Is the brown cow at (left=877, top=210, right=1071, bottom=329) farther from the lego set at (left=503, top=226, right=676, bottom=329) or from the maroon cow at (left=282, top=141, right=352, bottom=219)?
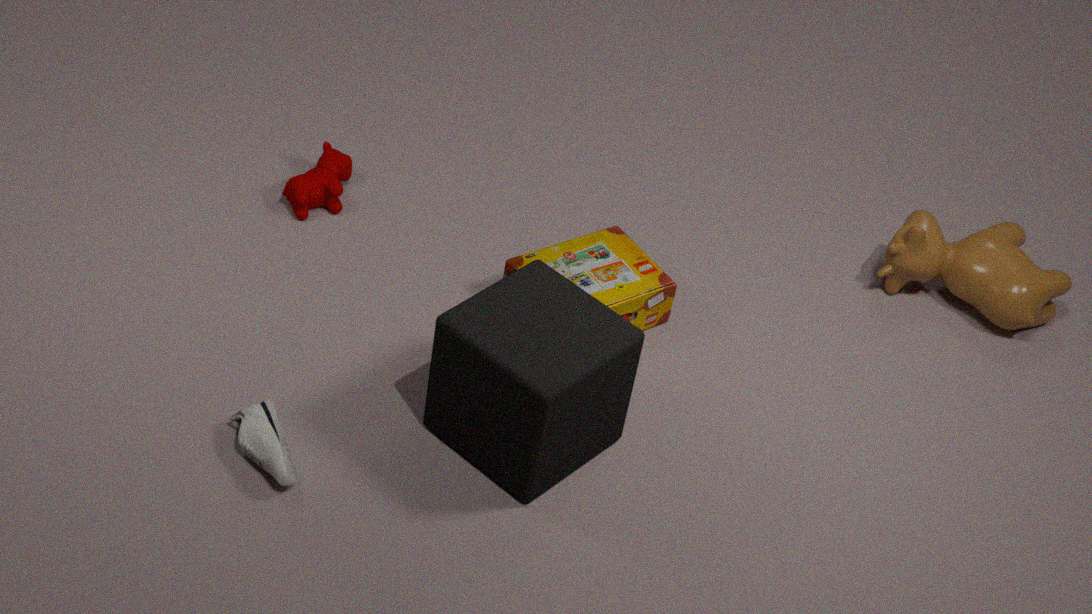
the maroon cow at (left=282, top=141, right=352, bottom=219)
